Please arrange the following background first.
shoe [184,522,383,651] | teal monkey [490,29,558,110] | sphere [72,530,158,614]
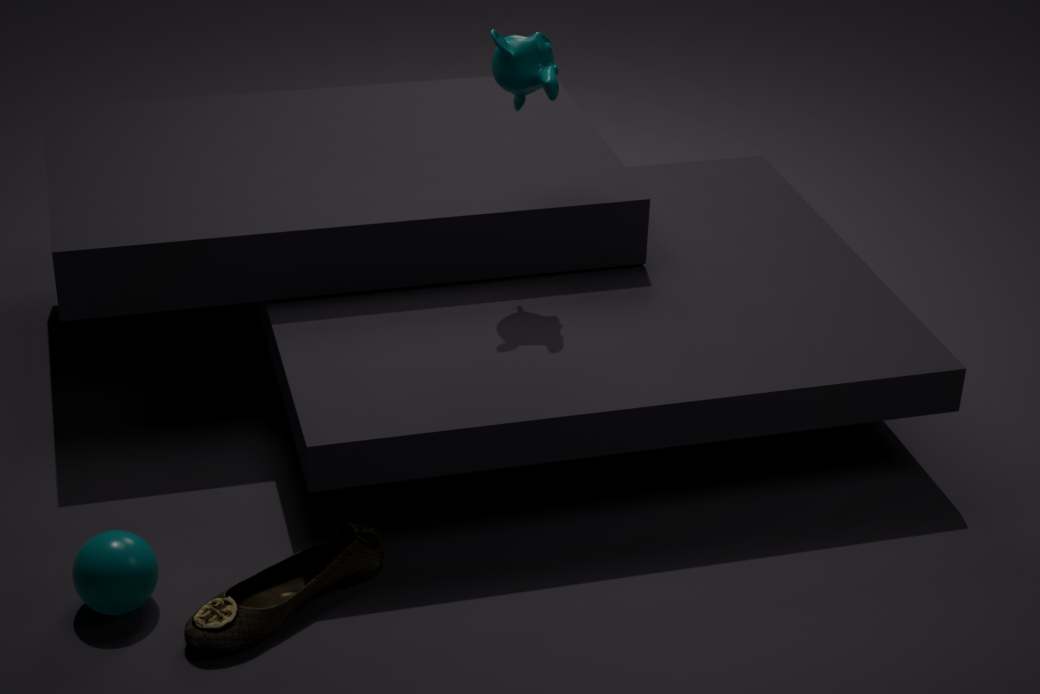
teal monkey [490,29,558,110] → sphere [72,530,158,614] → shoe [184,522,383,651]
